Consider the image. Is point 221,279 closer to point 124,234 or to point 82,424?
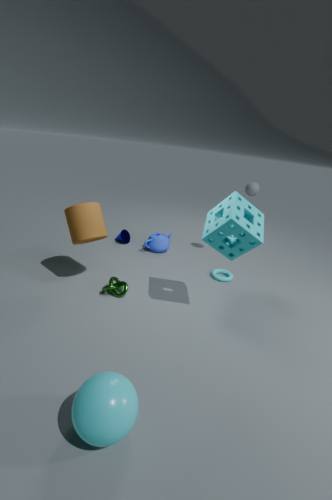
point 124,234
